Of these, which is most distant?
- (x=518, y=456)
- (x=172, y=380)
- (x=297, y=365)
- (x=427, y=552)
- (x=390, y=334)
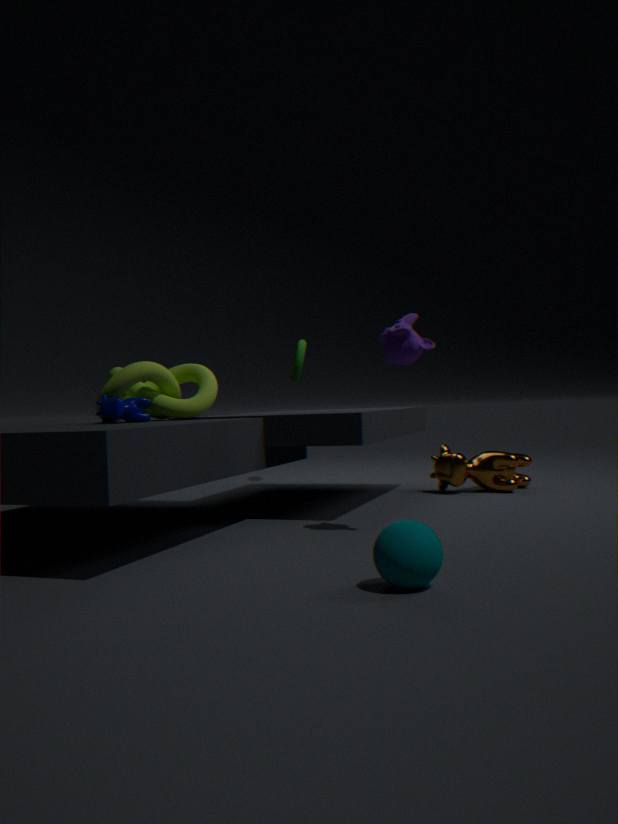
(x=297, y=365)
